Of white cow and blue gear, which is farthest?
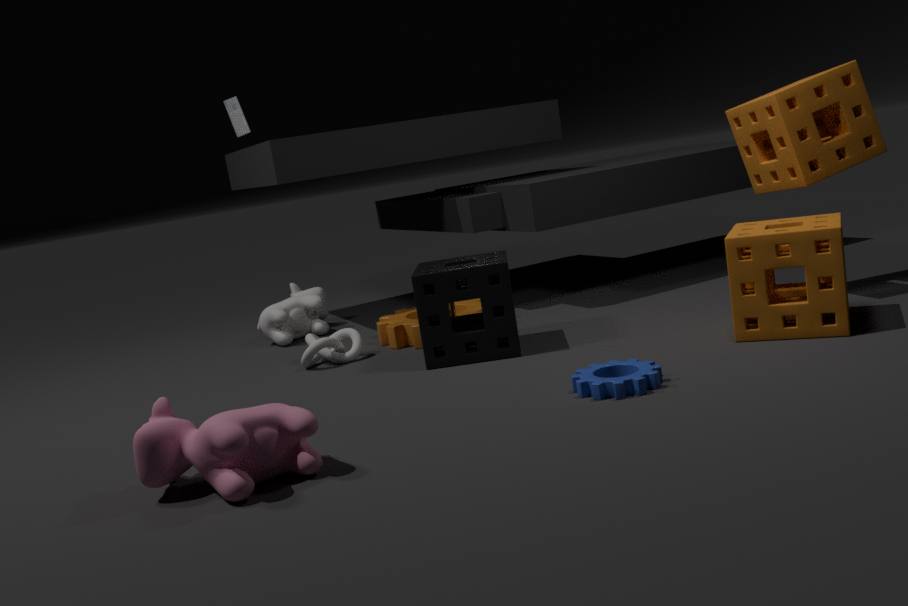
white cow
